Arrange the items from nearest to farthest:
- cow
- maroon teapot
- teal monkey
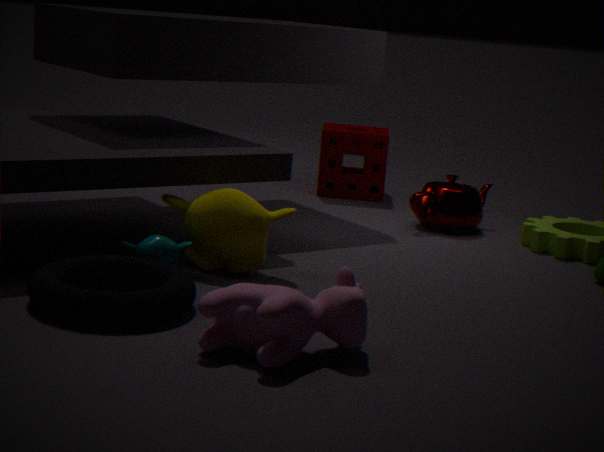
cow, teal monkey, maroon teapot
